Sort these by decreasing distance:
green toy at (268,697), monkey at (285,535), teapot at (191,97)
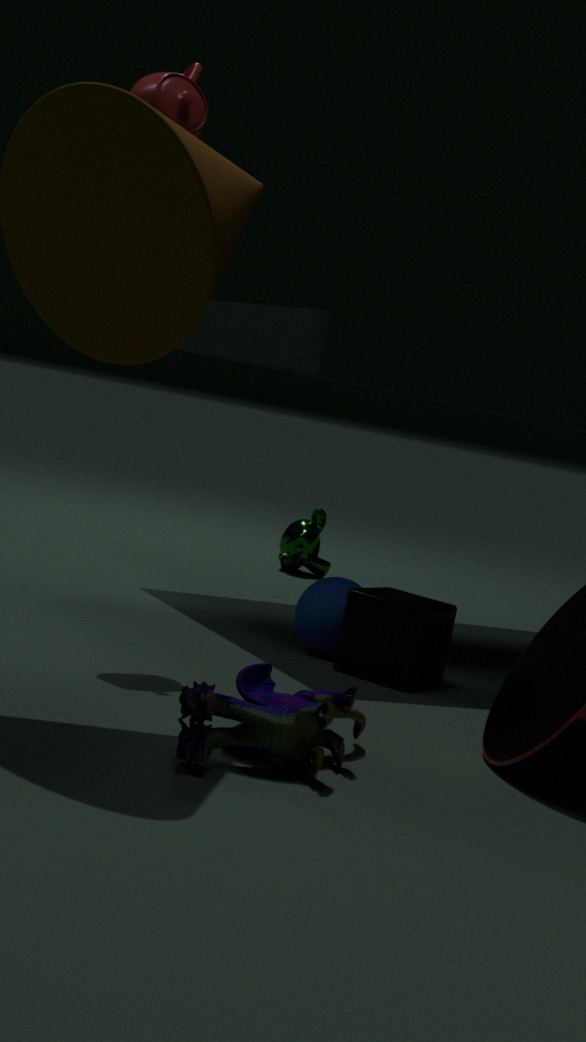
monkey at (285,535) < teapot at (191,97) < green toy at (268,697)
